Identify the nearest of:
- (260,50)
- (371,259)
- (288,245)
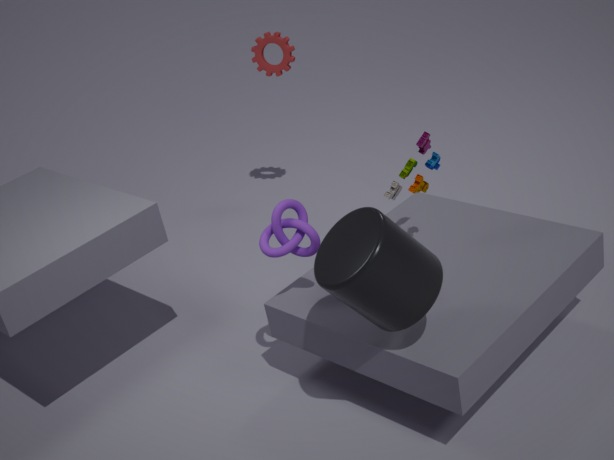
(371,259)
